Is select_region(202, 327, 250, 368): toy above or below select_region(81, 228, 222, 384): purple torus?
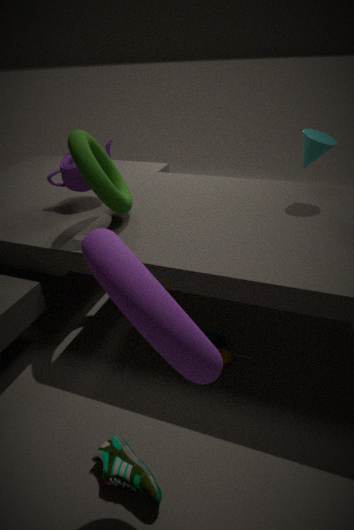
below
